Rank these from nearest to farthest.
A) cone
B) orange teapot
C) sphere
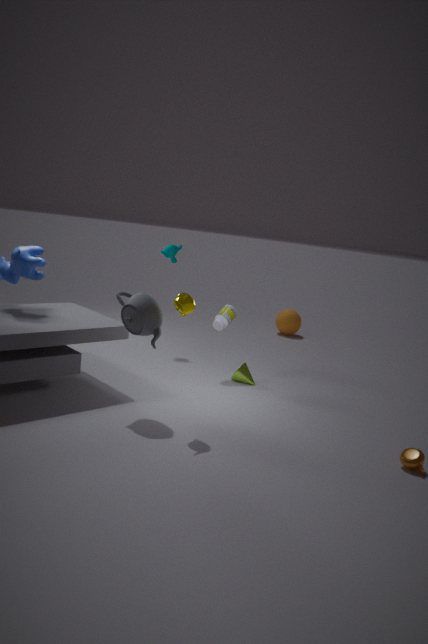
orange teapot → cone → sphere
